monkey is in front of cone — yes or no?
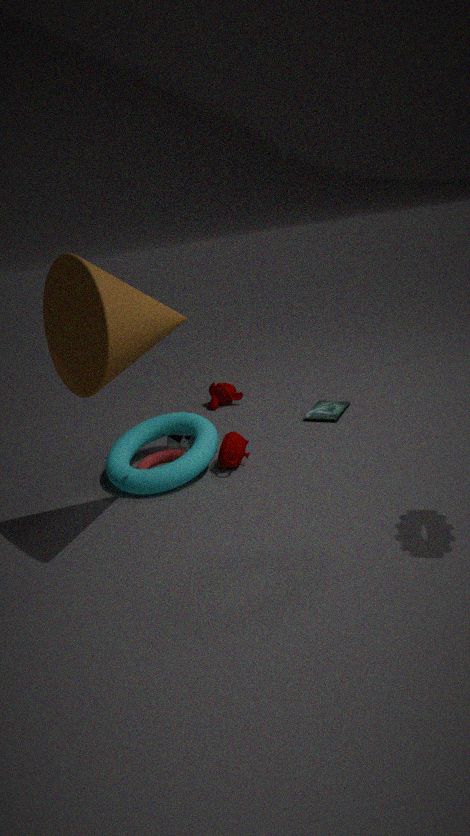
No
